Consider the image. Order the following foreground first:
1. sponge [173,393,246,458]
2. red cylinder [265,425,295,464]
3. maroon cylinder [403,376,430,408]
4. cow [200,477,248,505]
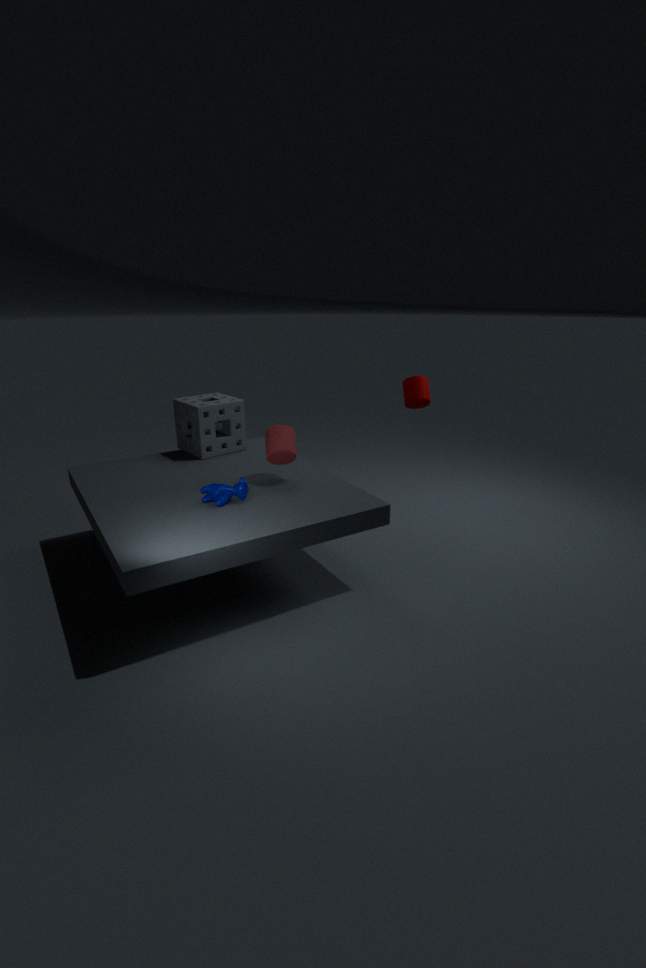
cow [200,477,248,505] → red cylinder [265,425,295,464] → sponge [173,393,246,458] → maroon cylinder [403,376,430,408]
